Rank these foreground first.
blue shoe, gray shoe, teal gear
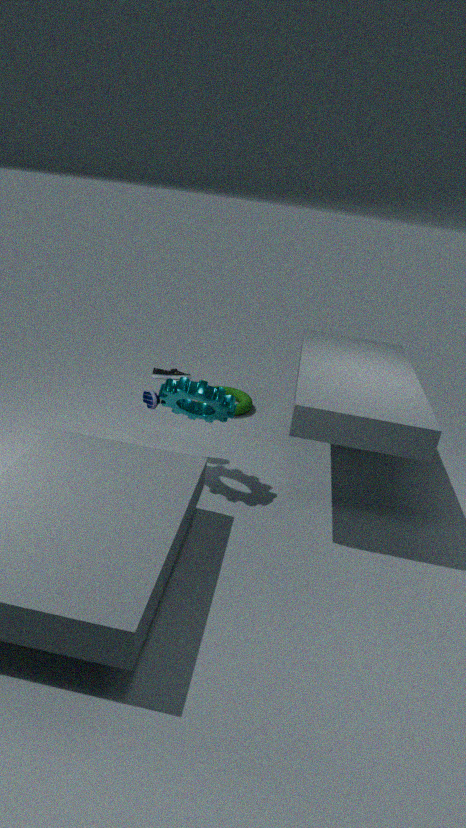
1. teal gear
2. blue shoe
3. gray shoe
